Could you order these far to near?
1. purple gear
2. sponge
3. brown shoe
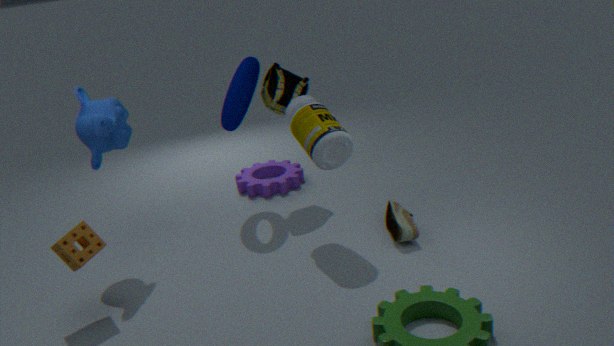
purple gear → brown shoe → sponge
